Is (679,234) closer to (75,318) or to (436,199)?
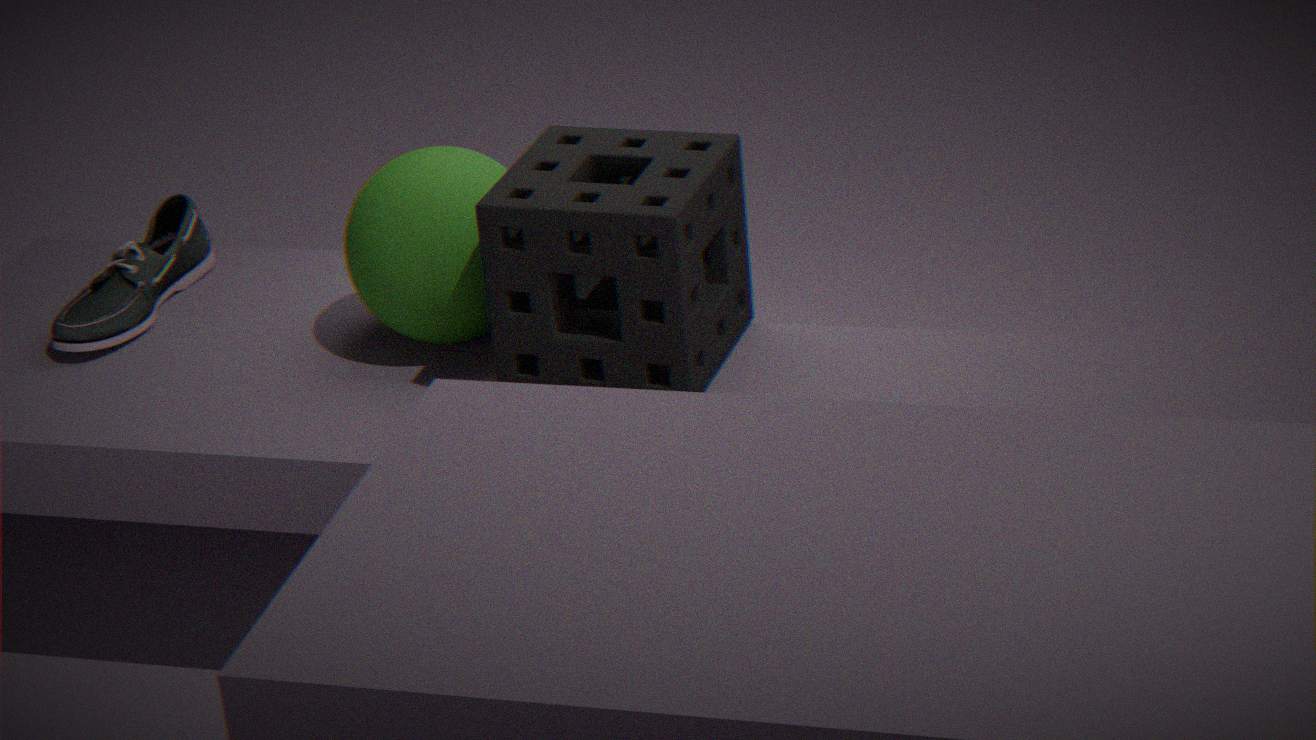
(436,199)
